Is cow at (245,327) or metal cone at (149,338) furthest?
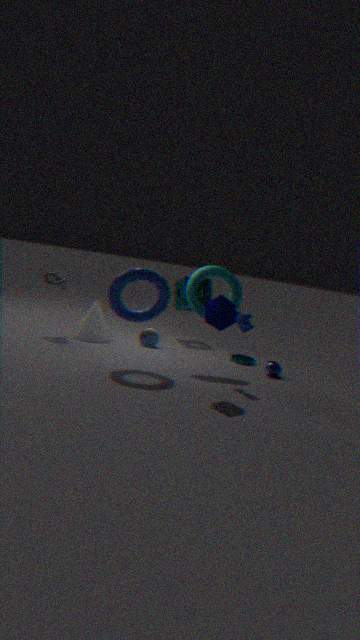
metal cone at (149,338)
